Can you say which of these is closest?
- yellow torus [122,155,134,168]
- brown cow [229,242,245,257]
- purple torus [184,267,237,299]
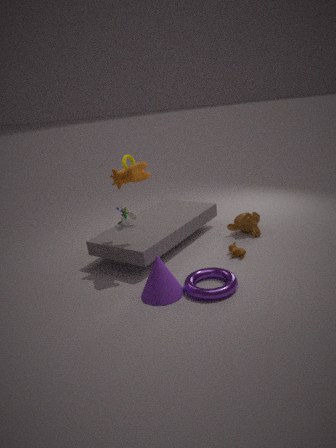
purple torus [184,267,237,299]
